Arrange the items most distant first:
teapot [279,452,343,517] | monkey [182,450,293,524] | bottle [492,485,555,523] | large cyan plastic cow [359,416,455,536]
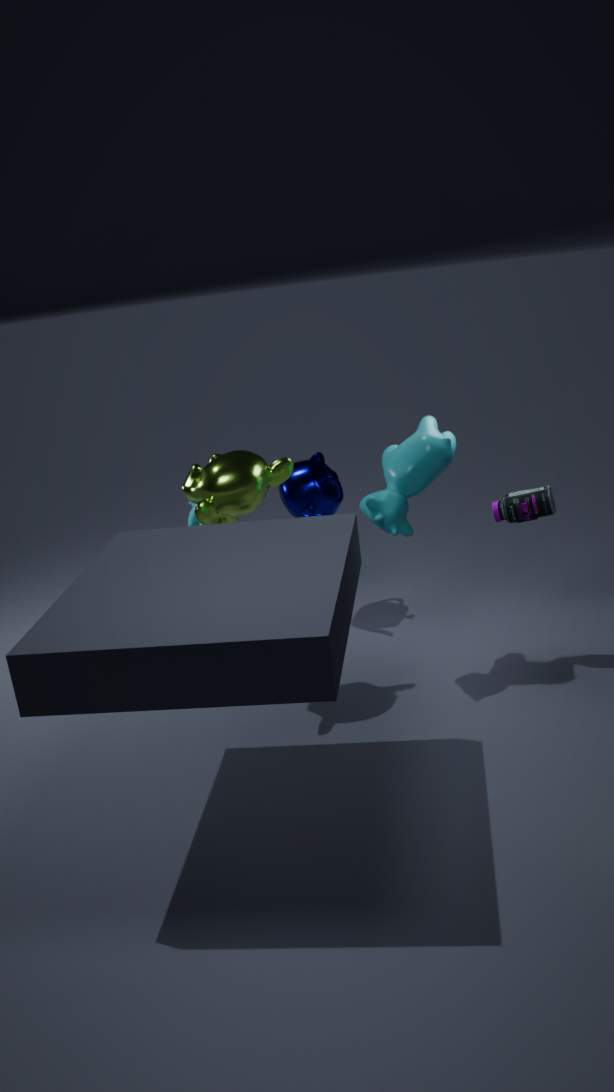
teapot [279,452,343,517], bottle [492,485,555,523], large cyan plastic cow [359,416,455,536], monkey [182,450,293,524]
